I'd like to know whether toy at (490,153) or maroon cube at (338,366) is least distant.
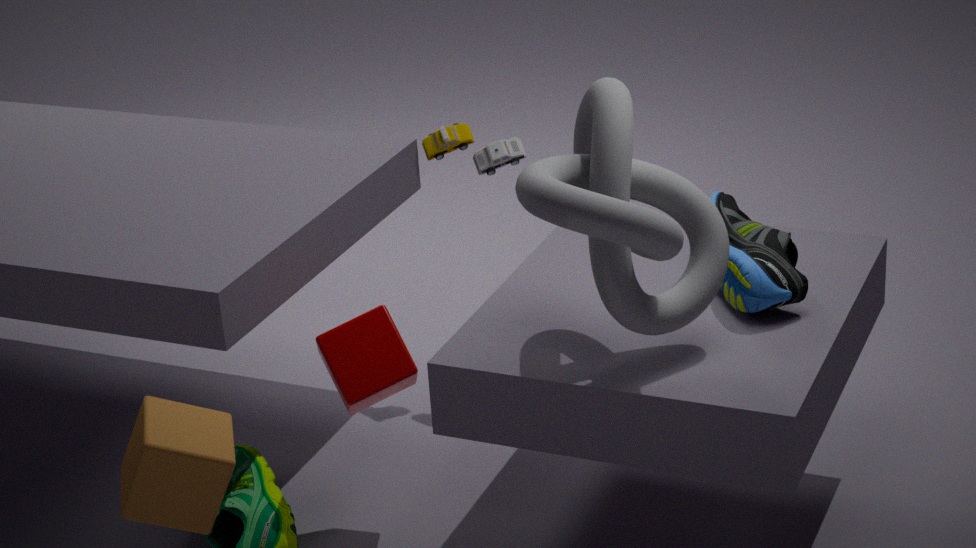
maroon cube at (338,366)
